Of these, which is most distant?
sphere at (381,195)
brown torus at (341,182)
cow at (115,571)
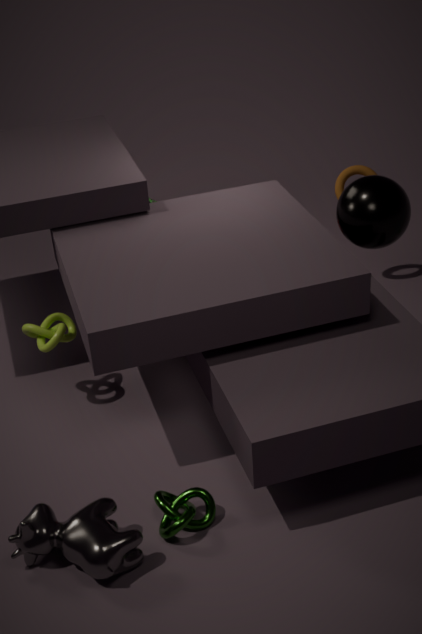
brown torus at (341,182)
